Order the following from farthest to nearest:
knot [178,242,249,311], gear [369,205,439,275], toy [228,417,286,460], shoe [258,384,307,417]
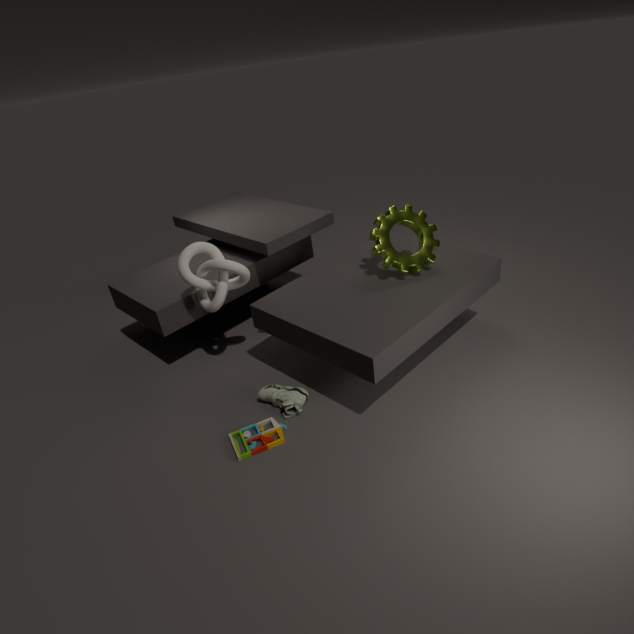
1. gear [369,205,439,275]
2. knot [178,242,249,311]
3. shoe [258,384,307,417]
4. toy [228,417,286,460]
